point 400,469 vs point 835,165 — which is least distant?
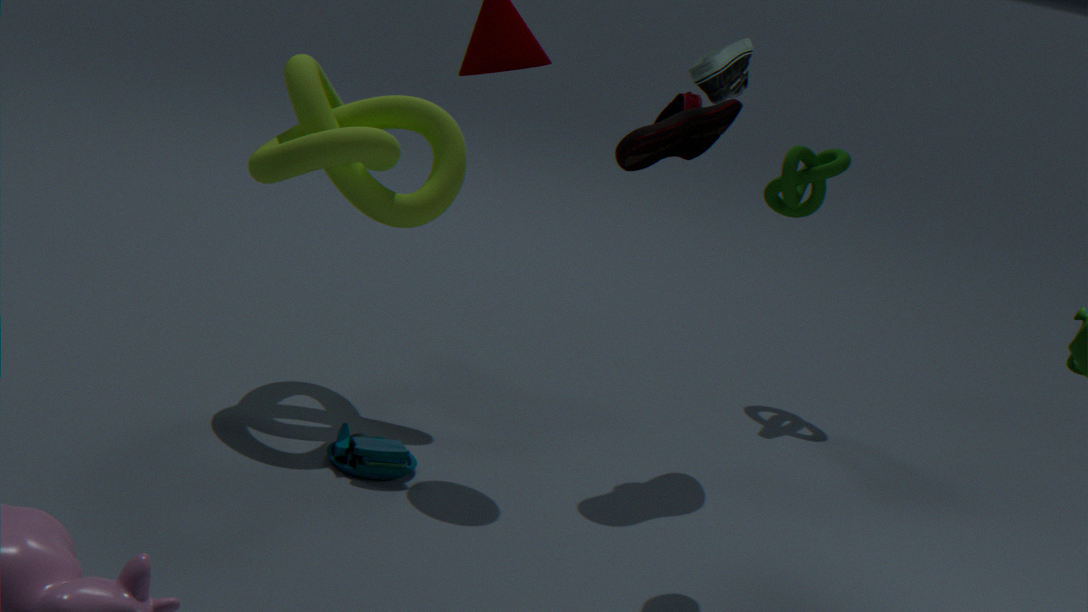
point 400,469
